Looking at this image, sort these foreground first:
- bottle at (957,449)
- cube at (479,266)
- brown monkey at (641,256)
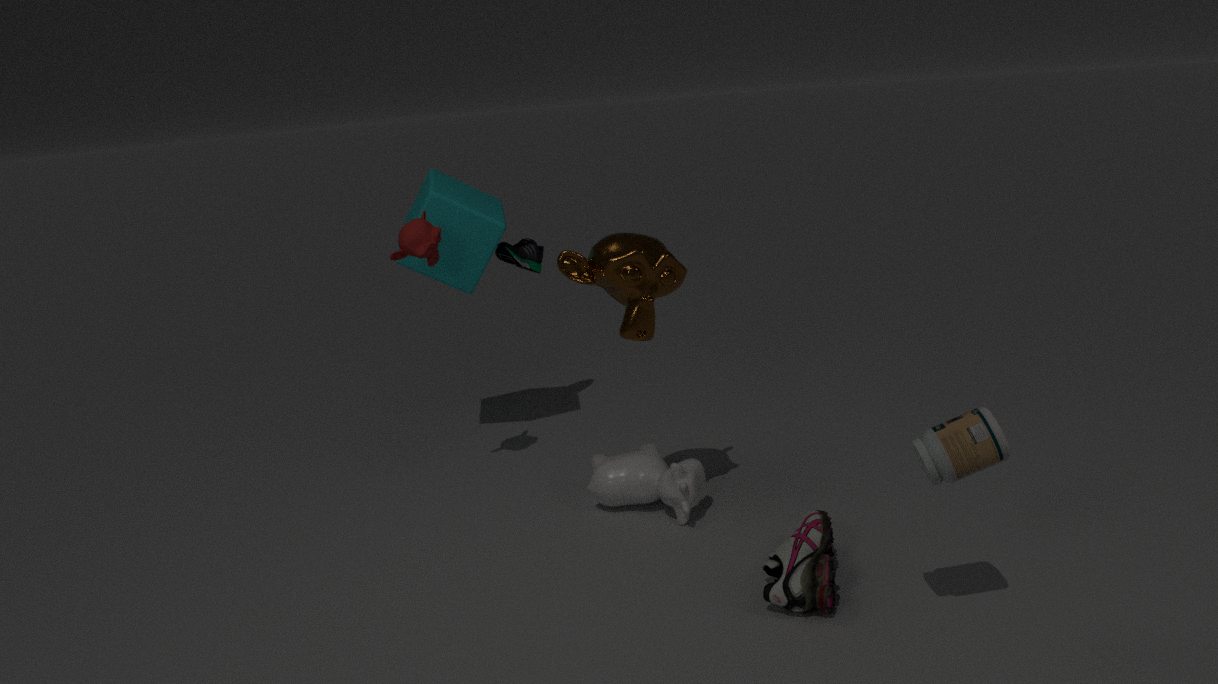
bottle at (957,449) → brown monkey at (641,256) → cube at (479,266)
